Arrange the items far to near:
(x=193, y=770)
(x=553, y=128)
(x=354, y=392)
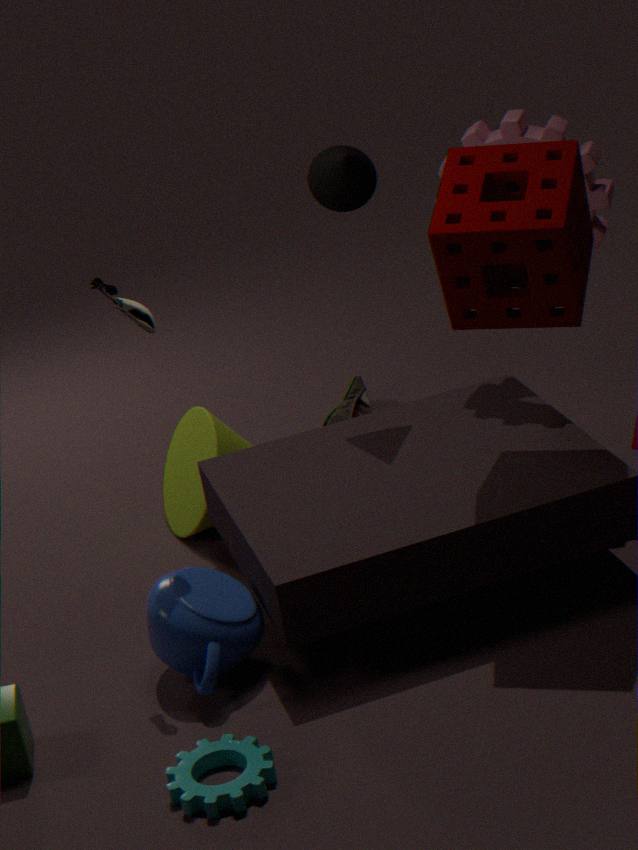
(x=354, y=392)
(x=553, y=128)
(x=193, y=770)
